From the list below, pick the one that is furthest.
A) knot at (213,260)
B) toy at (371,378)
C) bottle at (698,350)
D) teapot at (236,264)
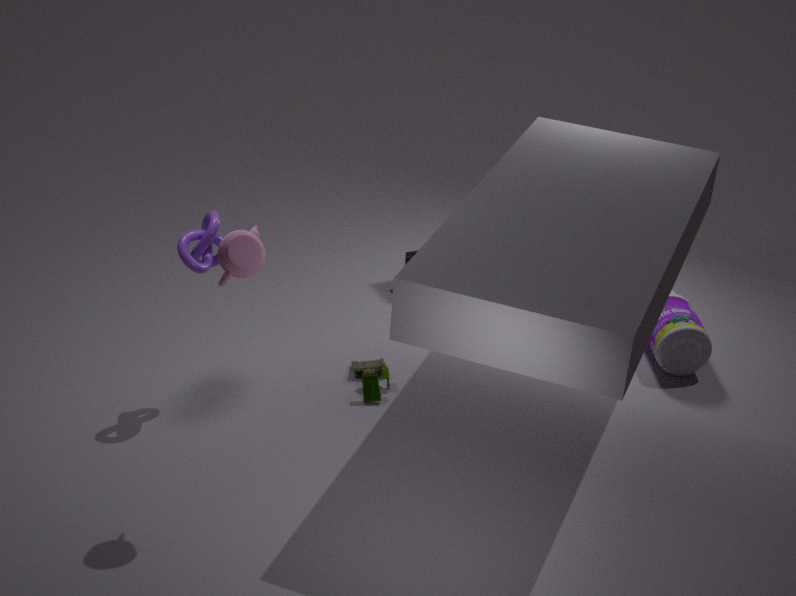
bottle at (698,350)
